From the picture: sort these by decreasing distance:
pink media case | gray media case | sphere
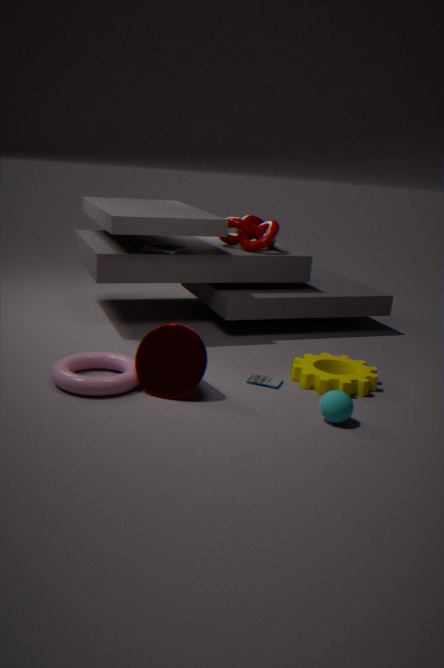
pink media case → gray media case → sphere
